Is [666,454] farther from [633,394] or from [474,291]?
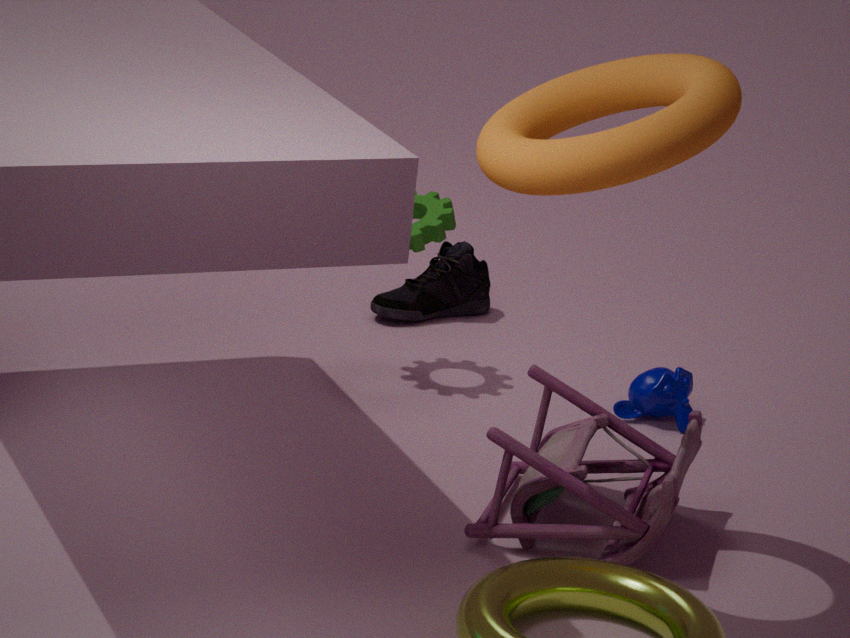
[474,291]
